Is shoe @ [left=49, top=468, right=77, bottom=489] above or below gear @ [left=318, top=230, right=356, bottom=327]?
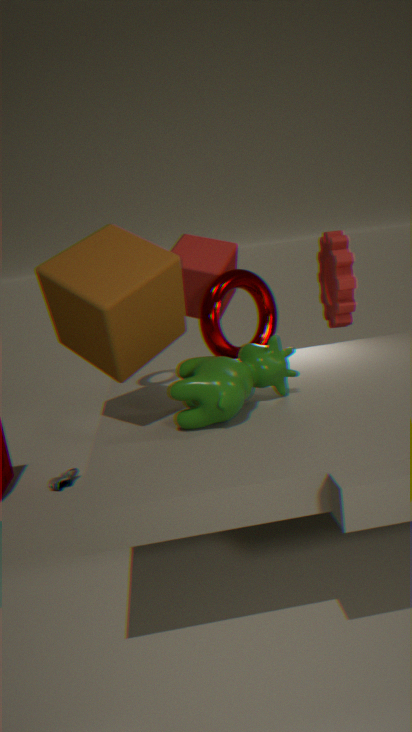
below
